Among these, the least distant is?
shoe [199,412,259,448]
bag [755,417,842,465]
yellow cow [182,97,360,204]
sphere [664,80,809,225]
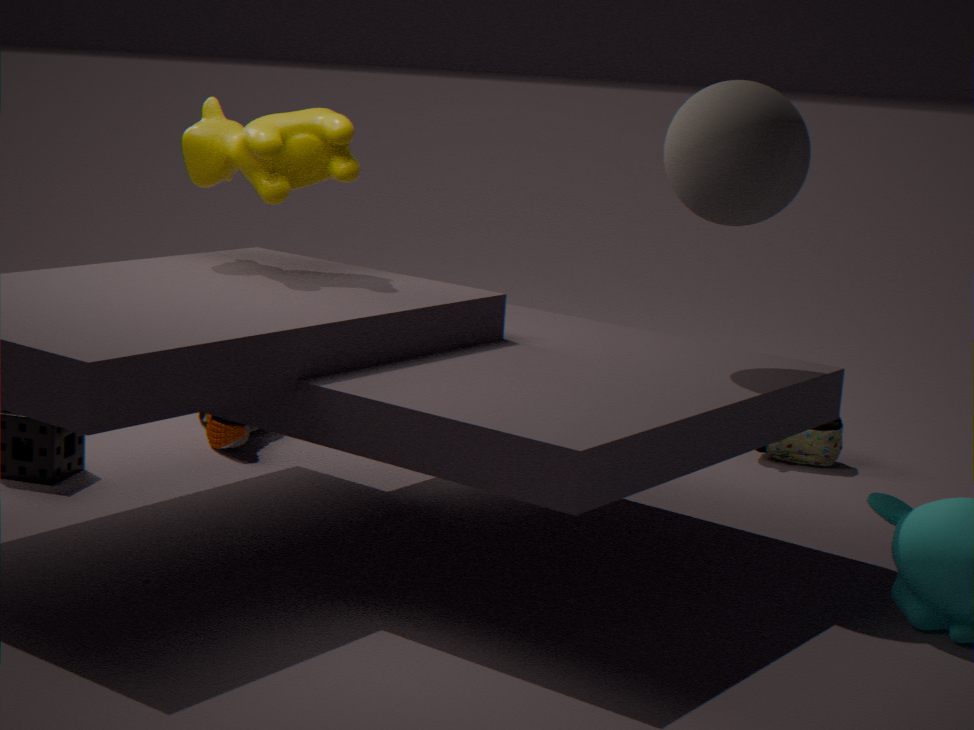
sphere [664,80,809,225]
